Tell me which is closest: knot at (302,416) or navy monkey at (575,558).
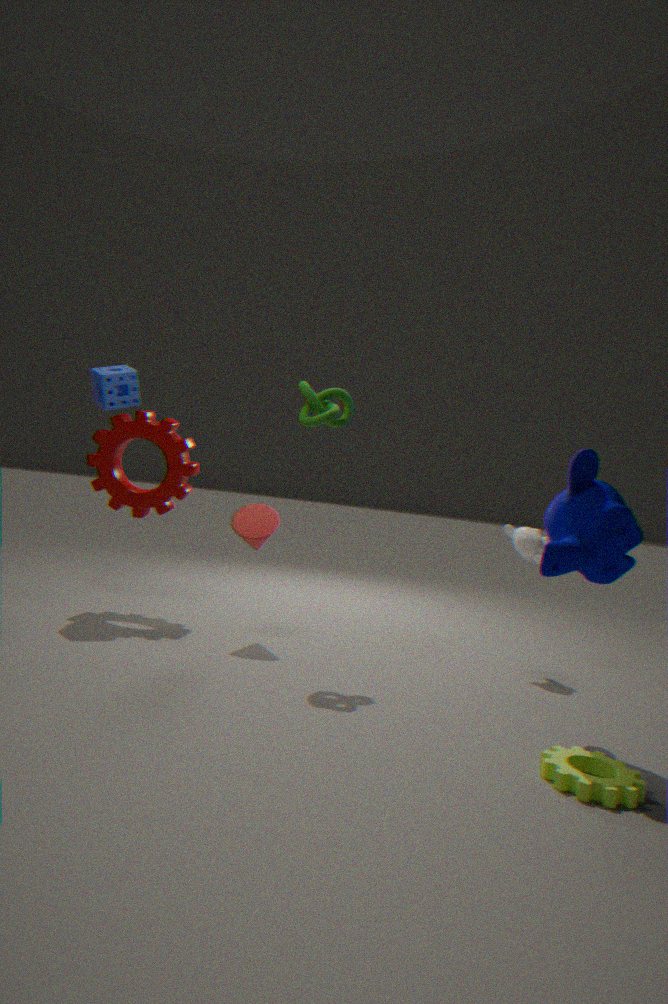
navy monkey at (575,558)
